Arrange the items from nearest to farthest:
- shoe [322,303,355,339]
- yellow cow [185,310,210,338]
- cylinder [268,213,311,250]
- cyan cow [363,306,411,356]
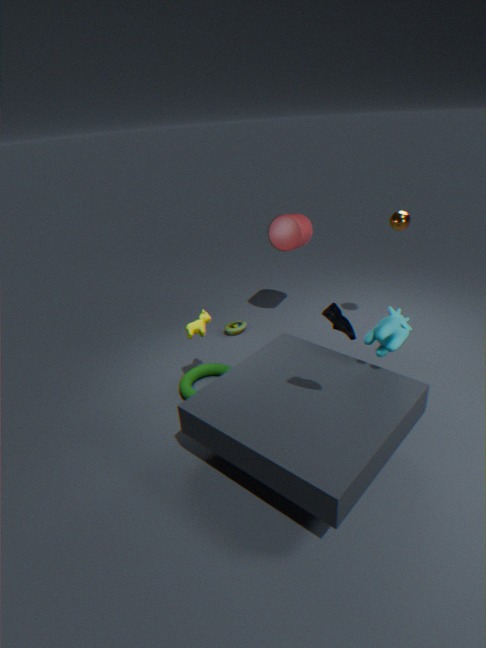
1. shoe [322,303,355,339]
2. cyan cow [363,306,411,356]
3. yellow cow [185,310,210,338]
4. cylinder [268,213,311,250]
